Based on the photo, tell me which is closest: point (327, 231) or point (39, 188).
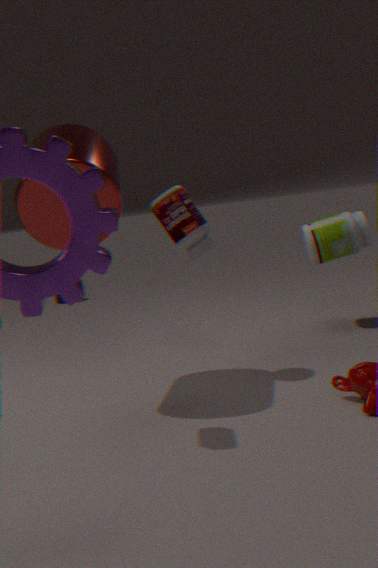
point (39, 188)
